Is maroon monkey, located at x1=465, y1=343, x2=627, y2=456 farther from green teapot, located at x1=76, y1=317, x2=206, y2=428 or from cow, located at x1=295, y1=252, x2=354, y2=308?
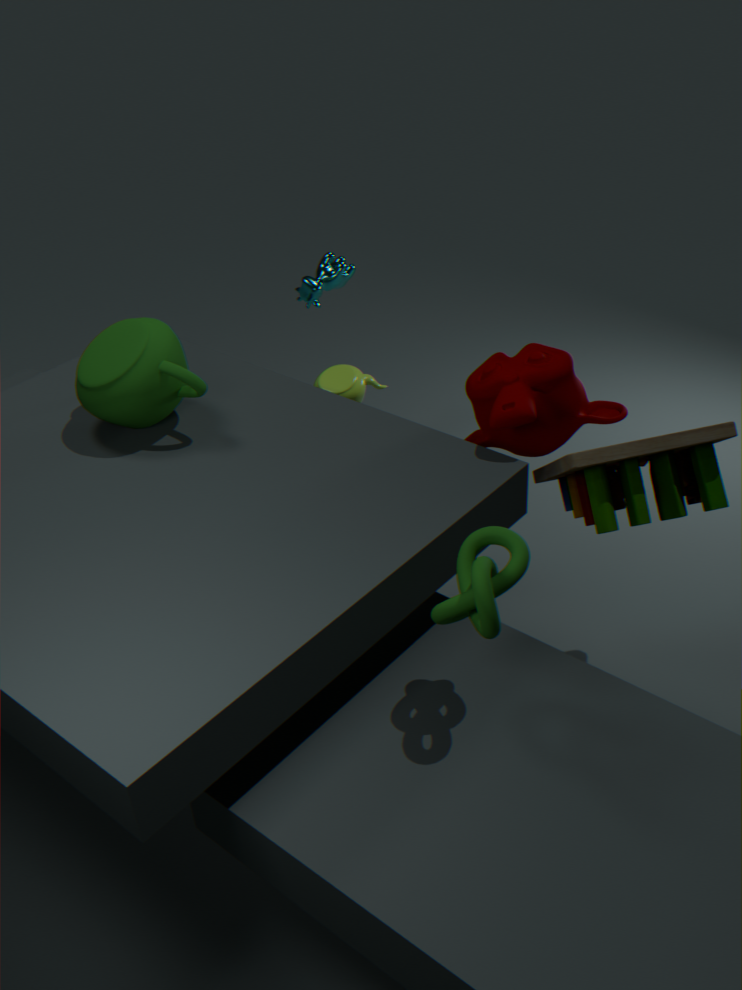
cow, located at x1=295, y1=252, x2=354, y2=308
